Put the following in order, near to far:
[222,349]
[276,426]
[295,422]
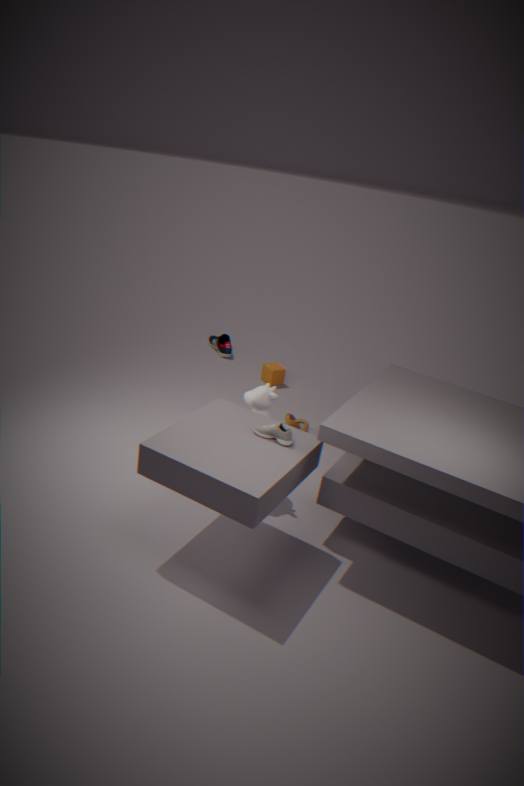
[276,426], [295,422], [222,349]
